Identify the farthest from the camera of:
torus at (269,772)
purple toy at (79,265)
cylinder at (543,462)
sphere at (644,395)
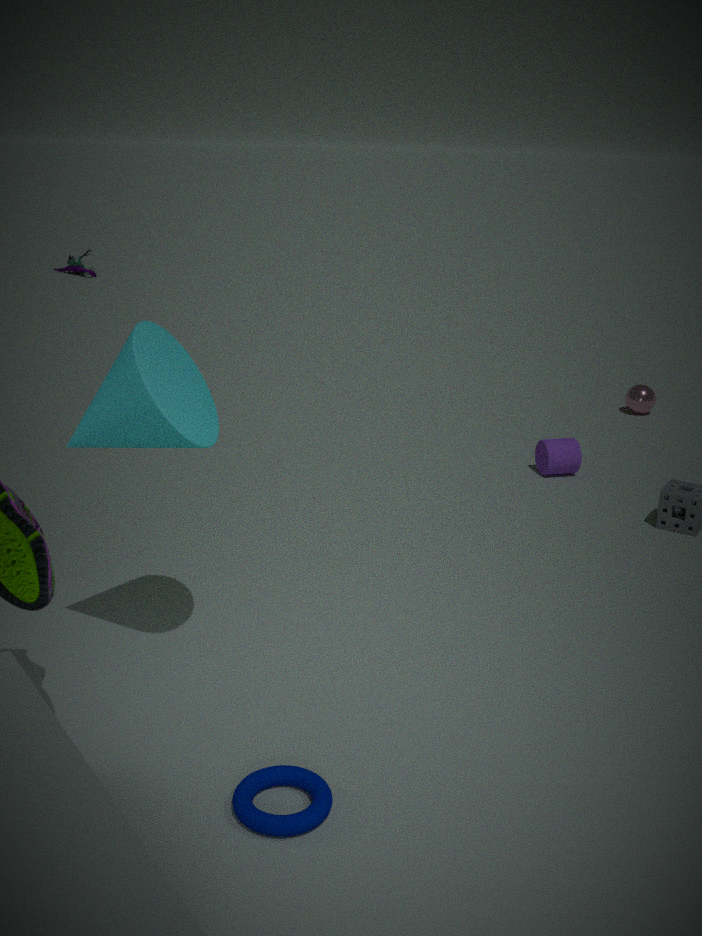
purple toy at (79,265)
